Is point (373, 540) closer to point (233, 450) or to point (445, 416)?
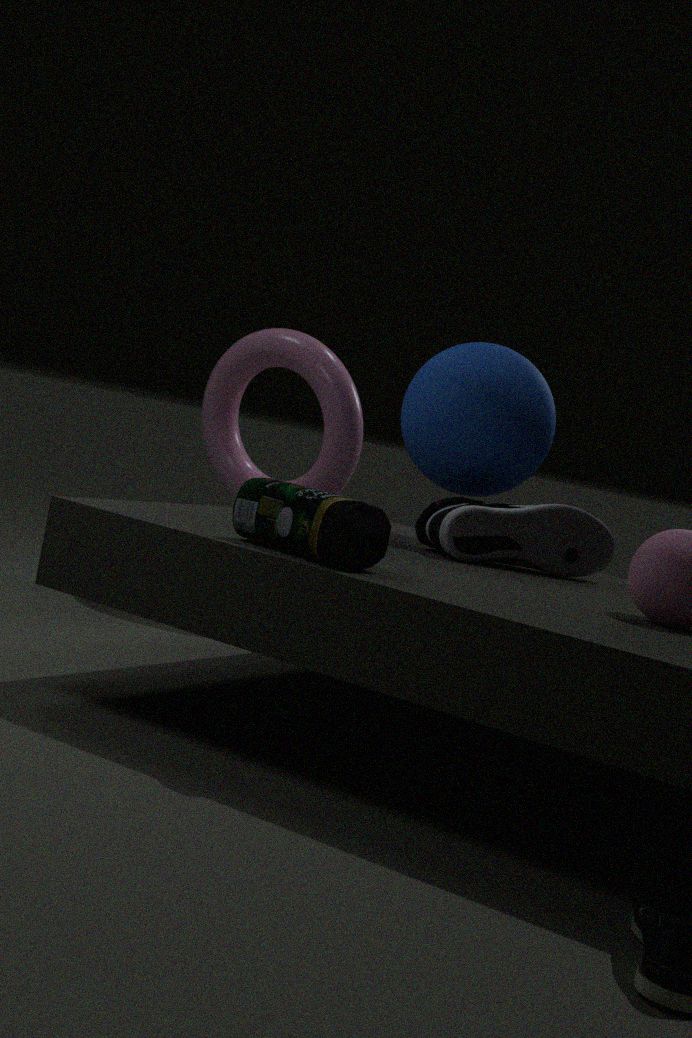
point (445, 416)
